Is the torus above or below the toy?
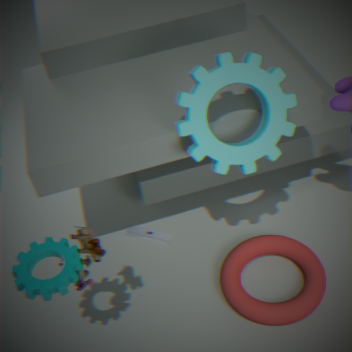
below
